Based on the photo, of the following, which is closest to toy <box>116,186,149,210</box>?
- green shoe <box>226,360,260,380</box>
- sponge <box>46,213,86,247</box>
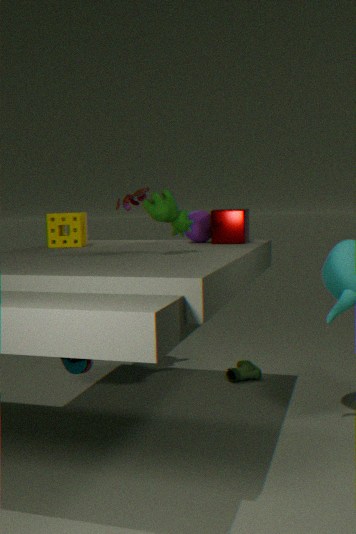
sponge <box>46,213,86,247</box>
